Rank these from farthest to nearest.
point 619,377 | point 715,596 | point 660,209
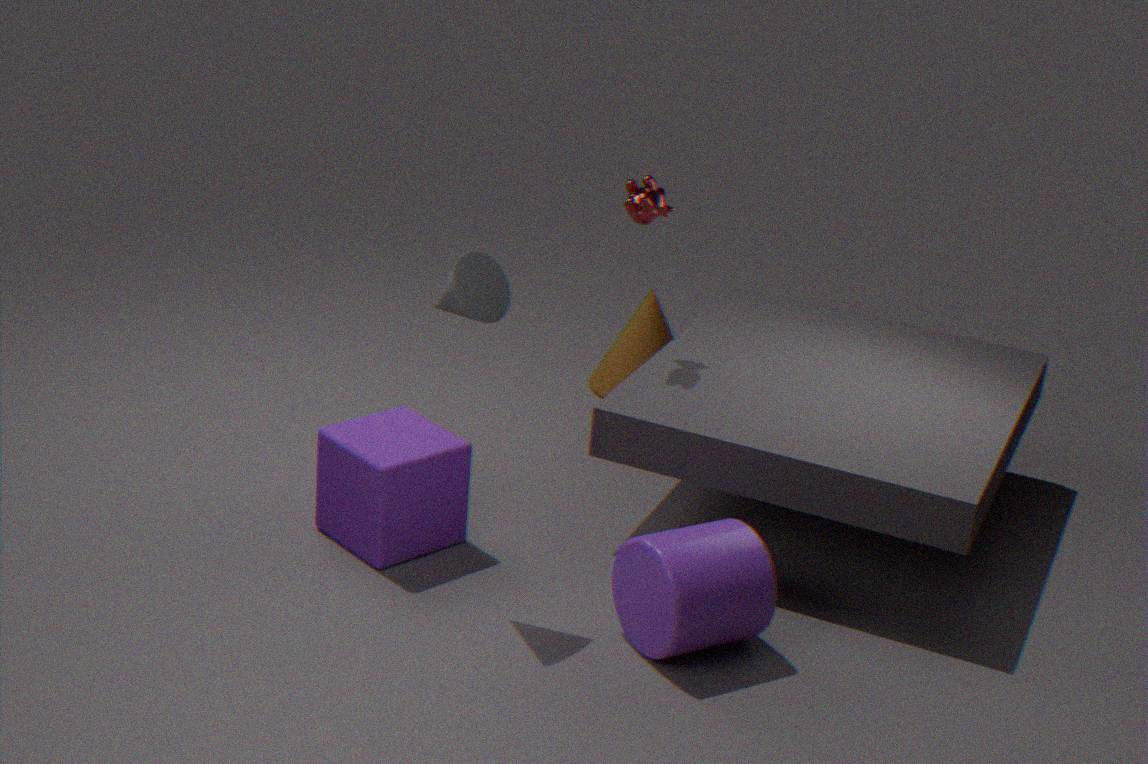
point 619,377 < point 660,209 < point 715,596
